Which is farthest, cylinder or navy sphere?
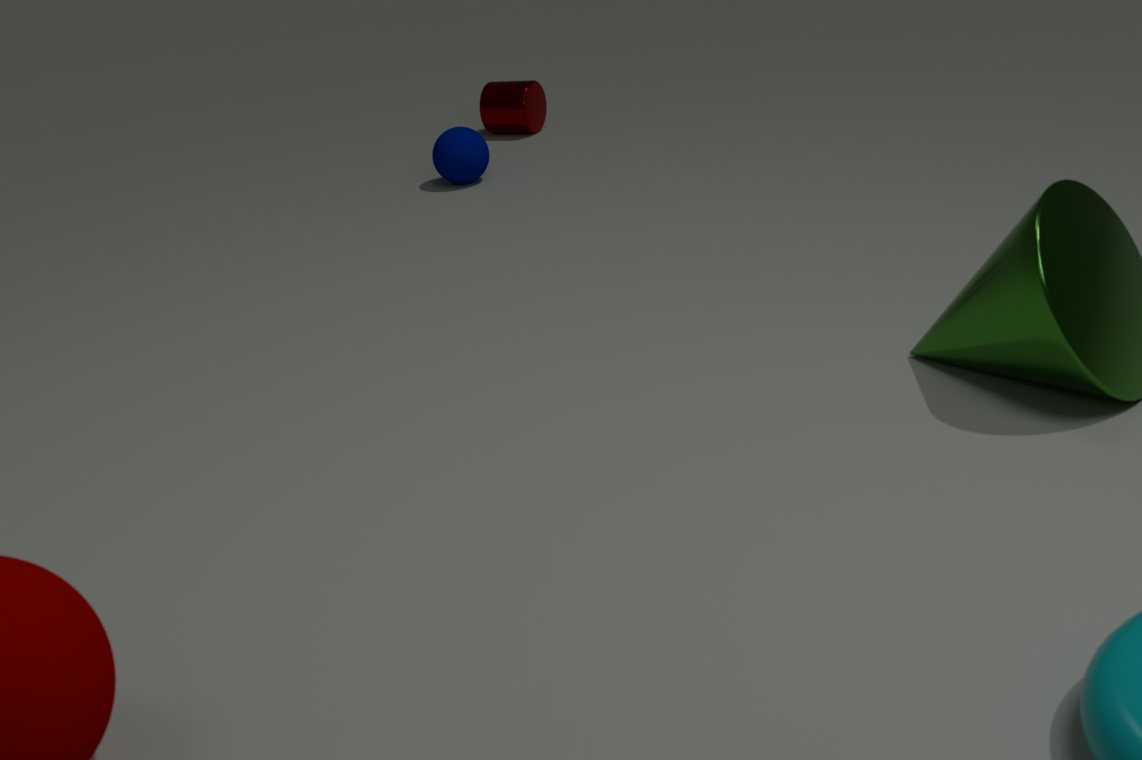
cylinder
